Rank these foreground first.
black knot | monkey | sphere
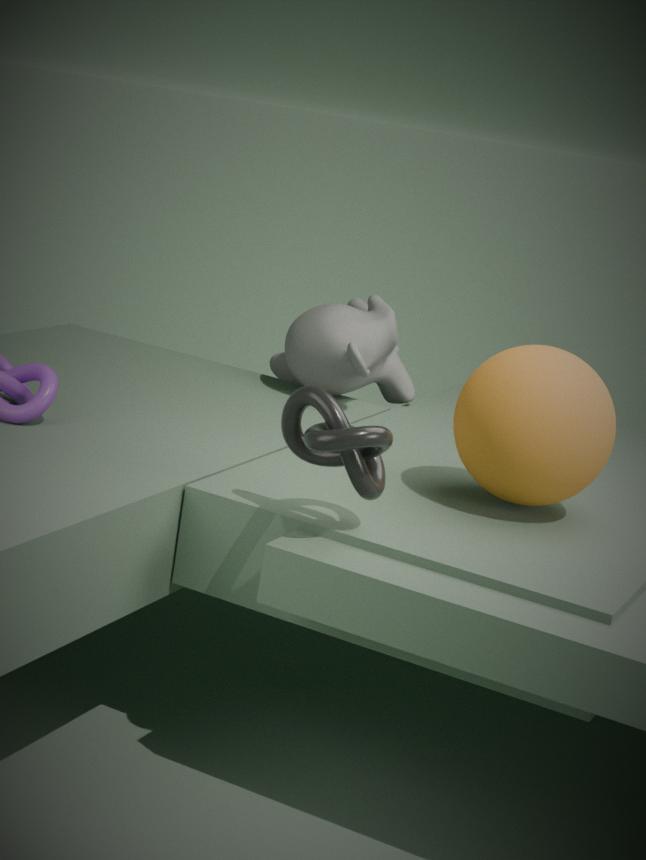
black knot
sphere
monkey
